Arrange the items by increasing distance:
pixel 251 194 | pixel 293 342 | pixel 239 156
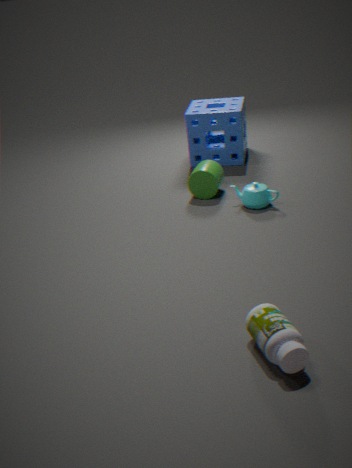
pixel 293 342, pixel 251 194, pixel 239 156
